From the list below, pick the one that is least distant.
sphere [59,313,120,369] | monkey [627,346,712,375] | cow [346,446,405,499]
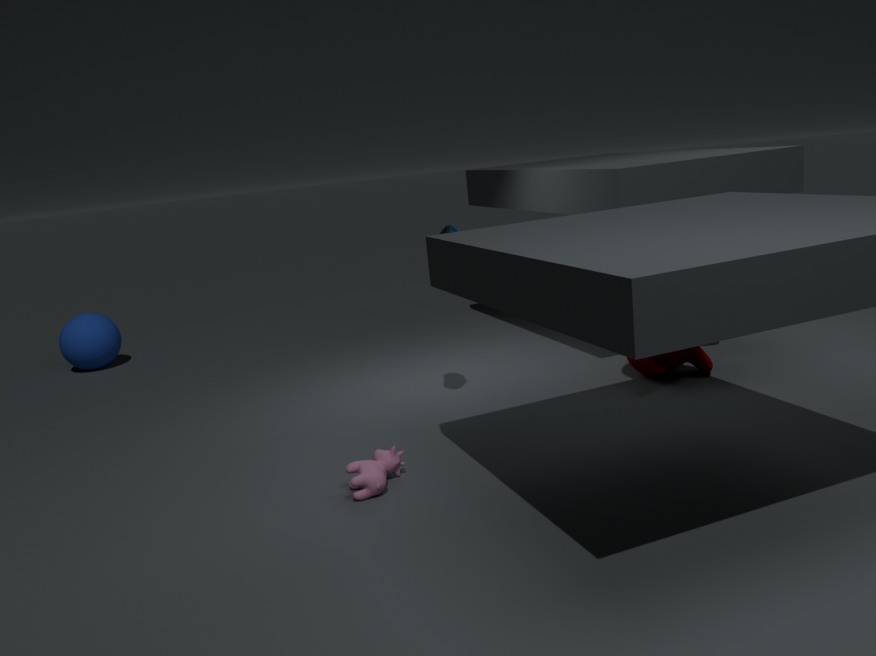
cow [346,446,405,499]
